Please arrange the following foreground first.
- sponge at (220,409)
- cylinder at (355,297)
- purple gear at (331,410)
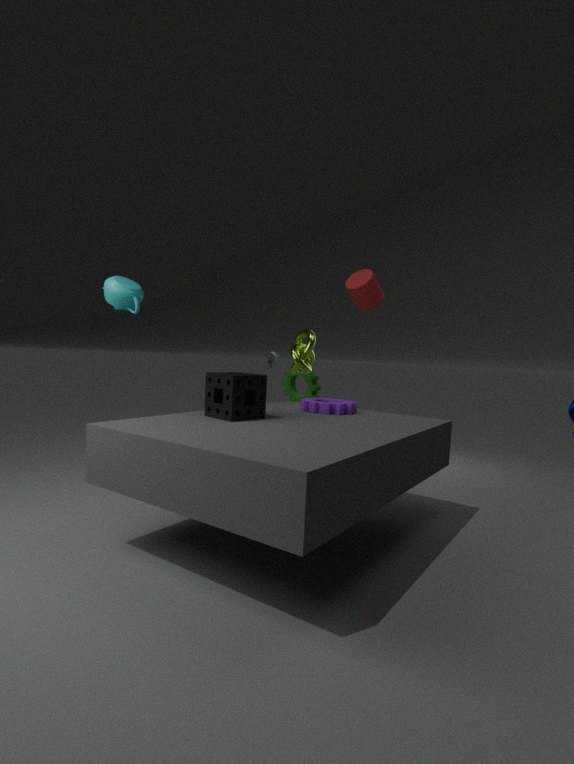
1. sponge at (220,409)
2. purple gear at (331,410)
3. cylinder at (355,297)
